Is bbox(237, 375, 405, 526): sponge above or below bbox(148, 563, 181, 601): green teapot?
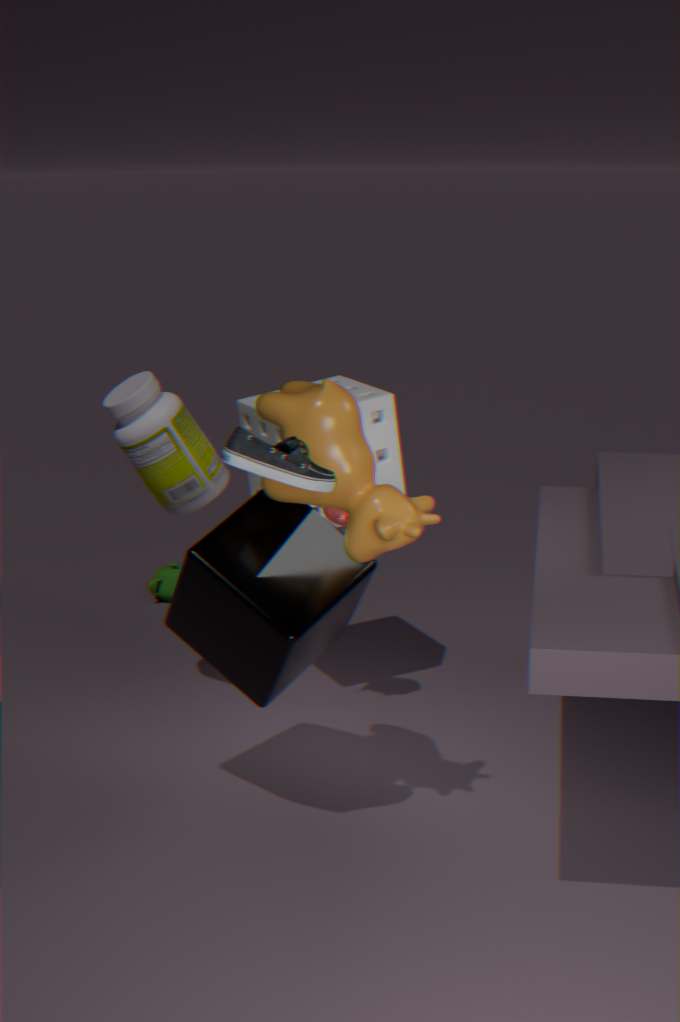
above
